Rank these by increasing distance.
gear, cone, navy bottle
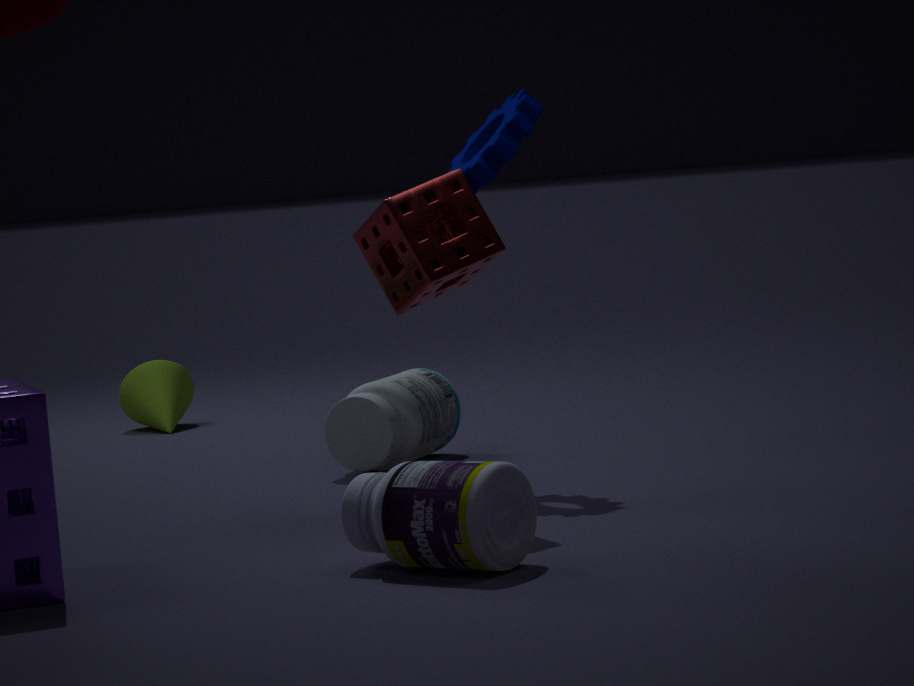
1. navy bottle
2. gear
3. cone
